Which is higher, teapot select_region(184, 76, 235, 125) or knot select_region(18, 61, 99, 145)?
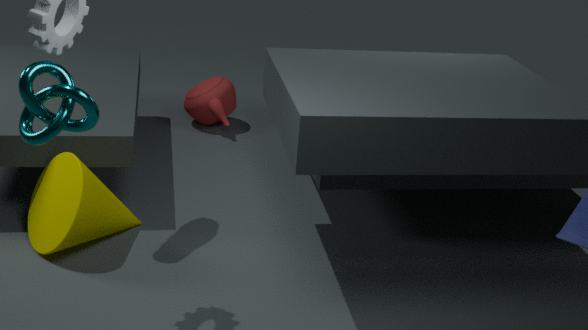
knot select_region(18, 61, 99, 145)
